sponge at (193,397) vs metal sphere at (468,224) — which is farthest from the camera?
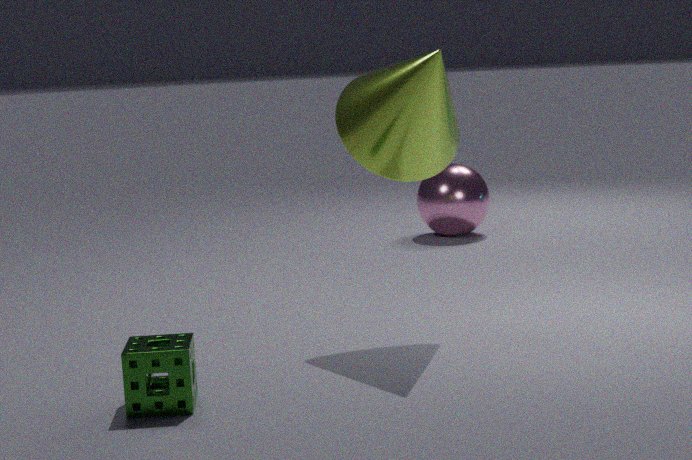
metal sphere at (468,224)
